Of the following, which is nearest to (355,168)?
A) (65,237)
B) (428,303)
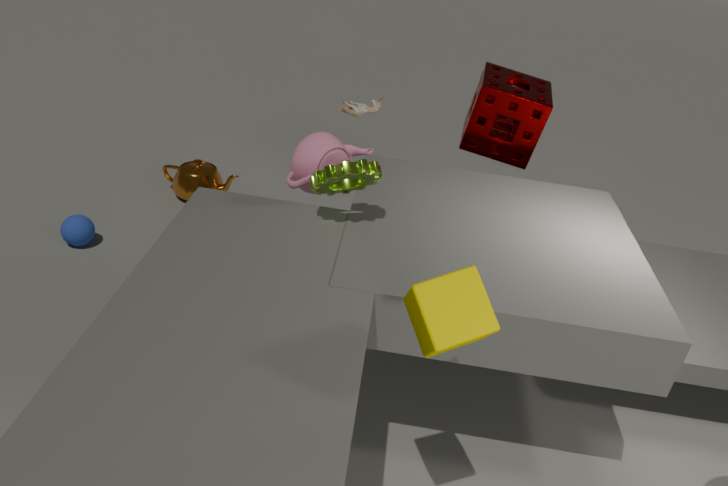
(428,303)
